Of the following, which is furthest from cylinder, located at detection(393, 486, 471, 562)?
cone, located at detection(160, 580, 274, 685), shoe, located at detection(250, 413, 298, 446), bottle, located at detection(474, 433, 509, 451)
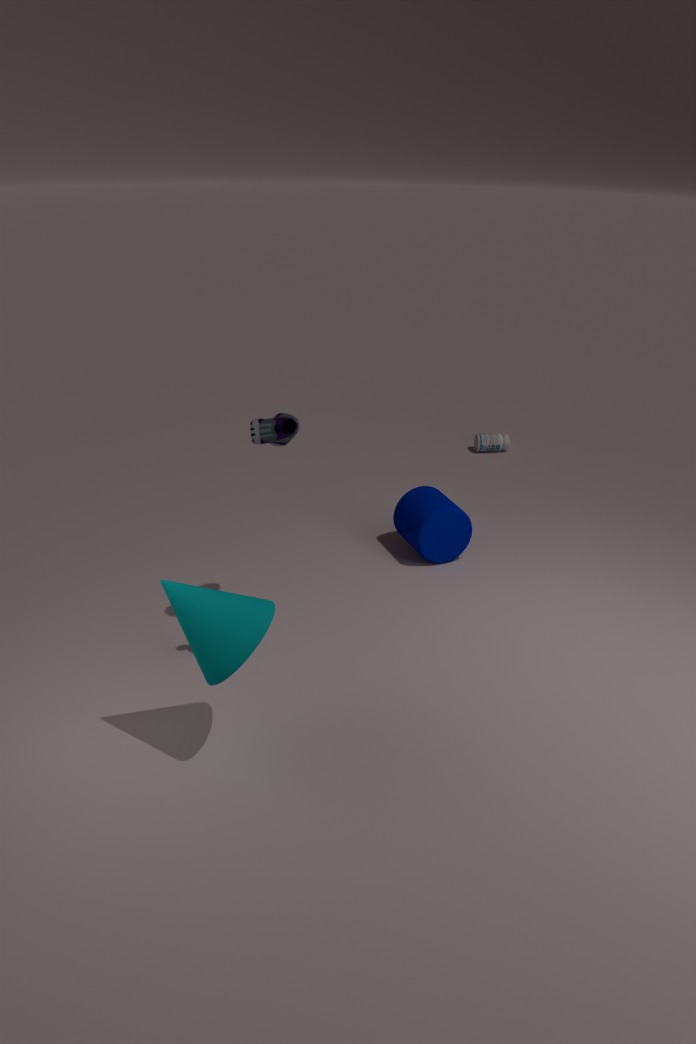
cone, located at detection(160, 580, 274, 685)
